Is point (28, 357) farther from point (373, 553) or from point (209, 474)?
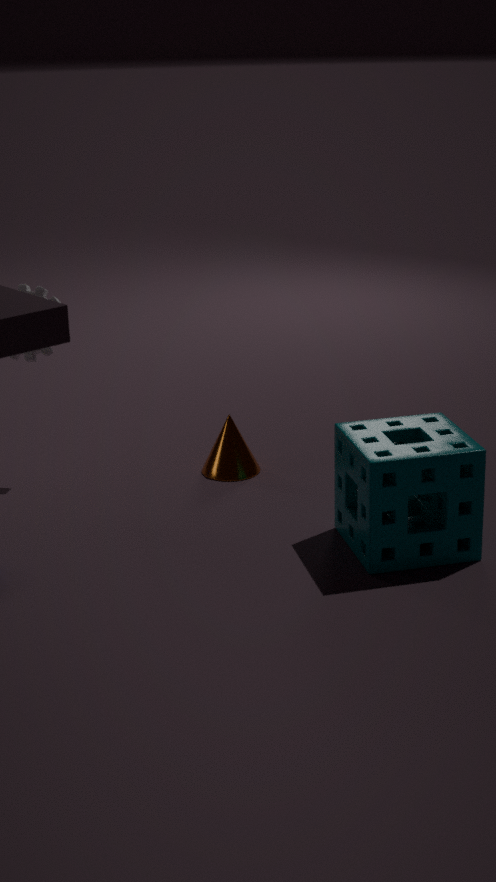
point (373, 553)
